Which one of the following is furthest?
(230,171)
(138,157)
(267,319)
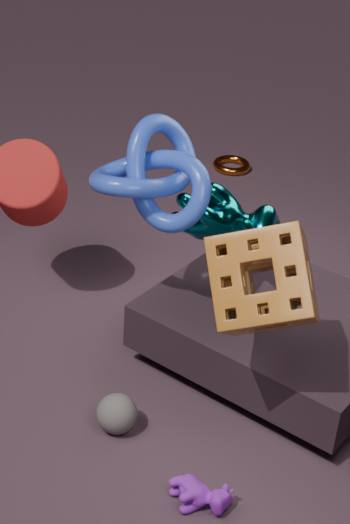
(230,171)
